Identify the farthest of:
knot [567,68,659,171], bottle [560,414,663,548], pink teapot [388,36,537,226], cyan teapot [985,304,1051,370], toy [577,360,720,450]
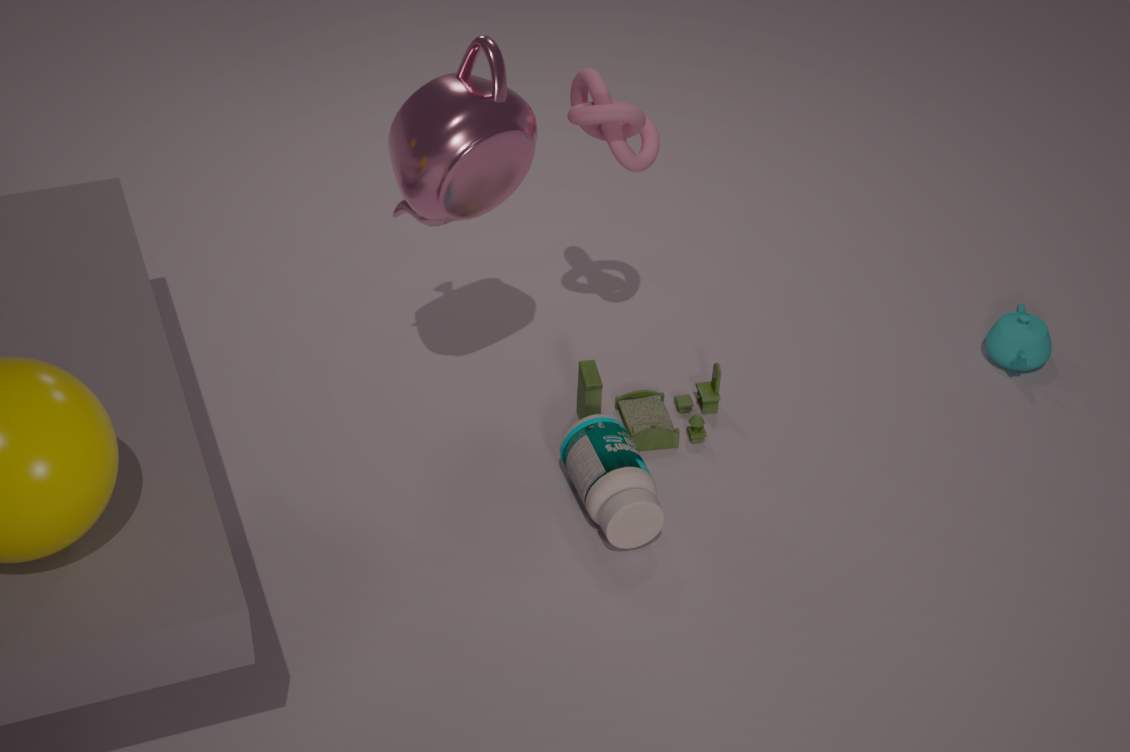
cyan teapot [985,304,1051,370]
